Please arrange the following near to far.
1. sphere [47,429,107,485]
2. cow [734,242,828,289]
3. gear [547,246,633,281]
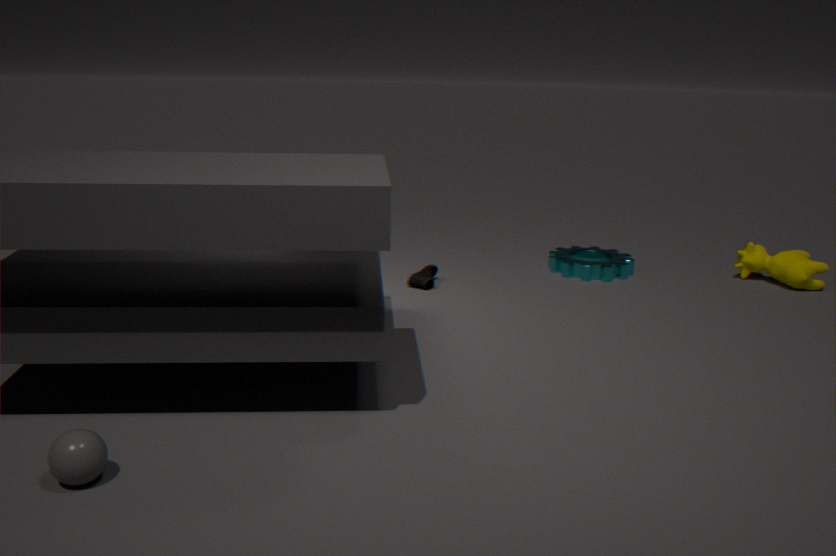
sphere [47,429,107,485], cow [734,242,828,289], gear [547,246,633,281]
